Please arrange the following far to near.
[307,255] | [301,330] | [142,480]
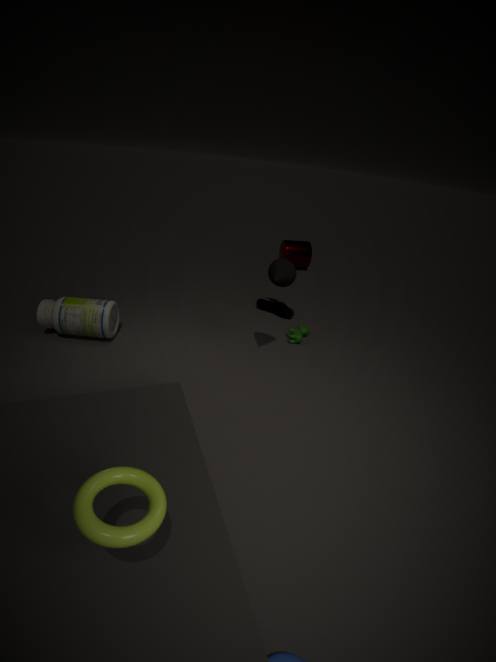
[307,255]
[301,330]
[142,480]
